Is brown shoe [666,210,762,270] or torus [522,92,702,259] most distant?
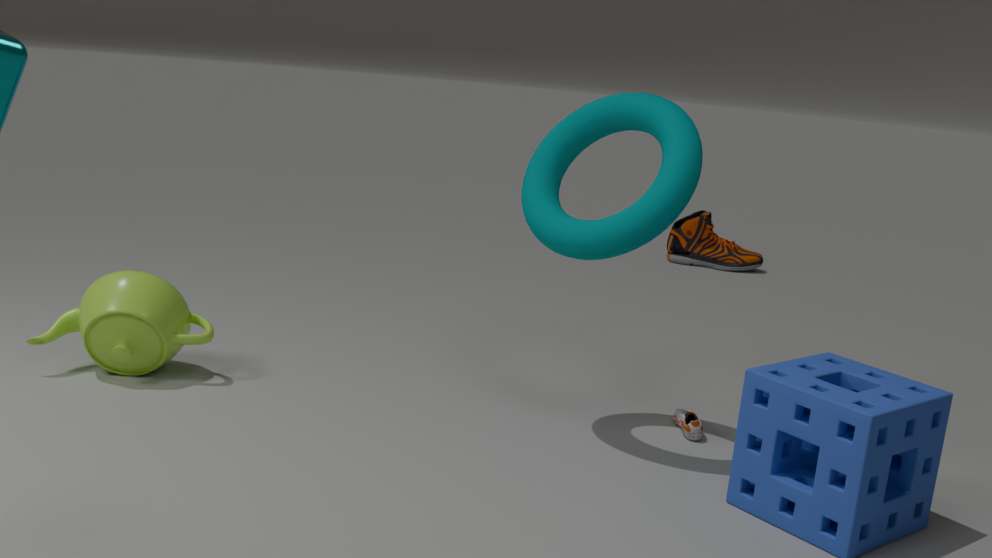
brown shoe [666,210,762,270]
